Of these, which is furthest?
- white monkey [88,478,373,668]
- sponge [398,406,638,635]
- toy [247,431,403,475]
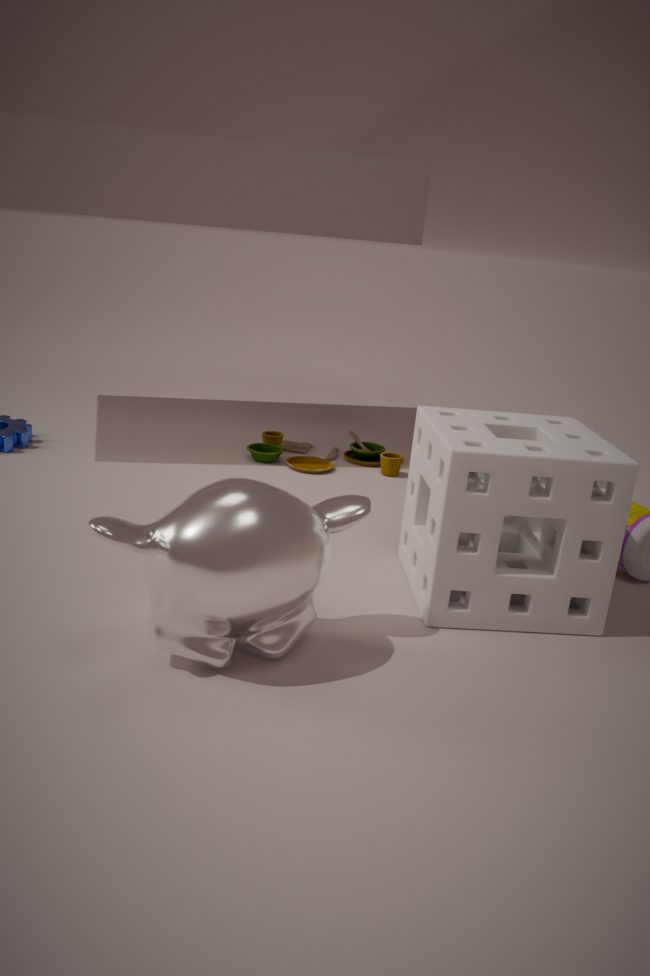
toy [247,431,403,475]
